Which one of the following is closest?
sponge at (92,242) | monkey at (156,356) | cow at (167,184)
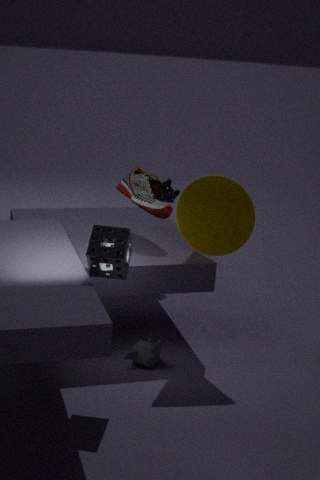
sponge at (92,242)
